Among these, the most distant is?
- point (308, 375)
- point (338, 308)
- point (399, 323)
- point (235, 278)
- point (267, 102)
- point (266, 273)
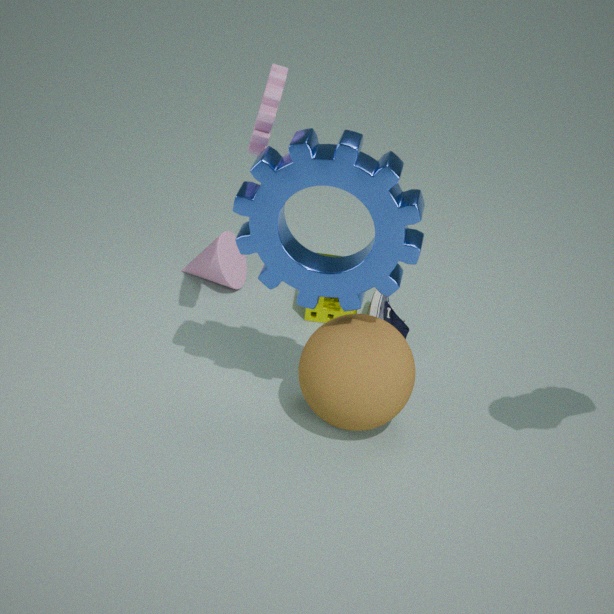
point (235, 278)
